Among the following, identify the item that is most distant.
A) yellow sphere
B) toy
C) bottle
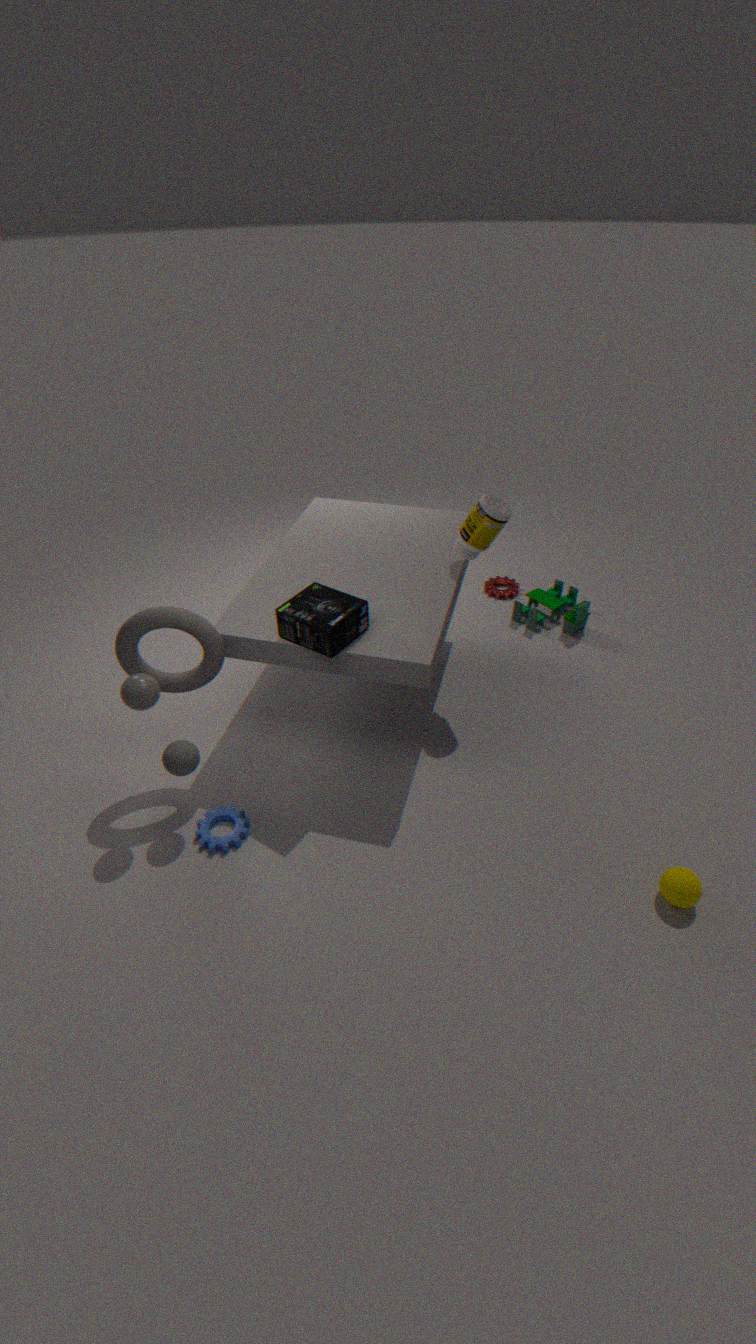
toy
